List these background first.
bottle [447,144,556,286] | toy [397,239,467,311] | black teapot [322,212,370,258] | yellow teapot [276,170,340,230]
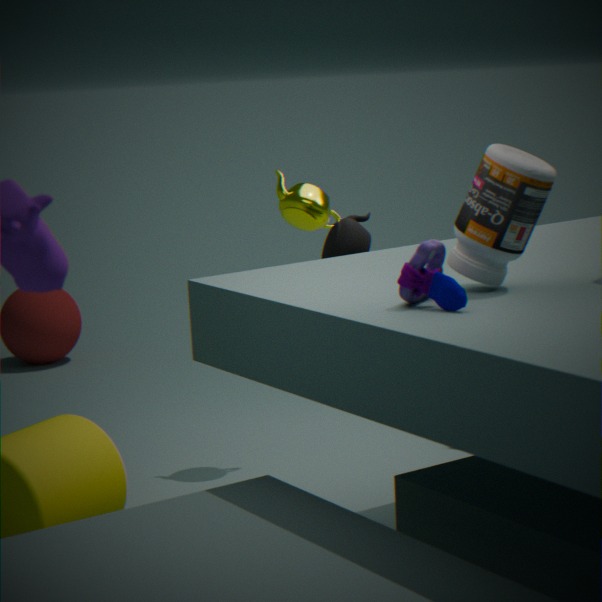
1. yellow teapot [276,170,340,230]
2. black teapot [322,212,370,258]
3. bottle [447,144,556,286]
4. toy [397,239,467,311]
